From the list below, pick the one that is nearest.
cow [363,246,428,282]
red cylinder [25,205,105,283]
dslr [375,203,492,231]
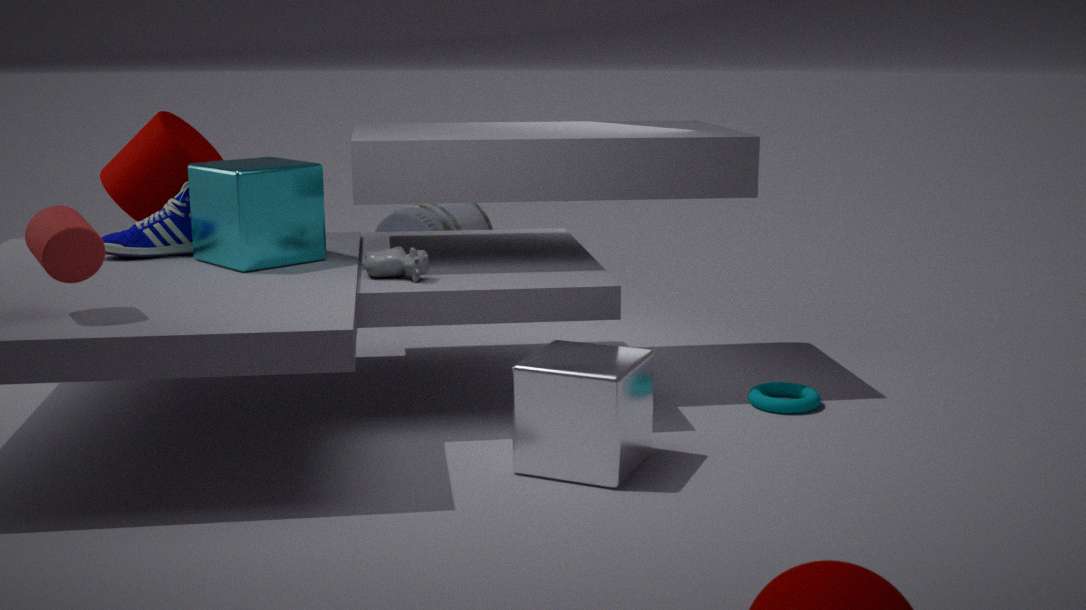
red cylinder [25,205,105,283]
